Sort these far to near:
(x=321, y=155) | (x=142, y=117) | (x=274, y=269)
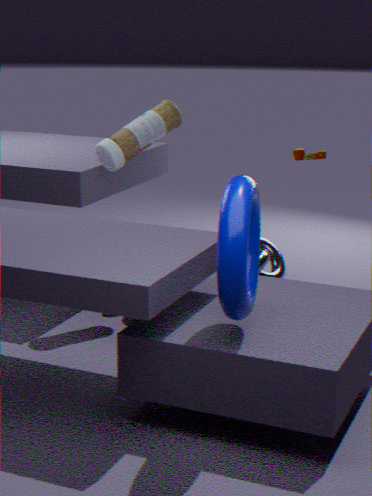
(x=274, y=269)
(x=321, y=155)
(x=142, y=117)
